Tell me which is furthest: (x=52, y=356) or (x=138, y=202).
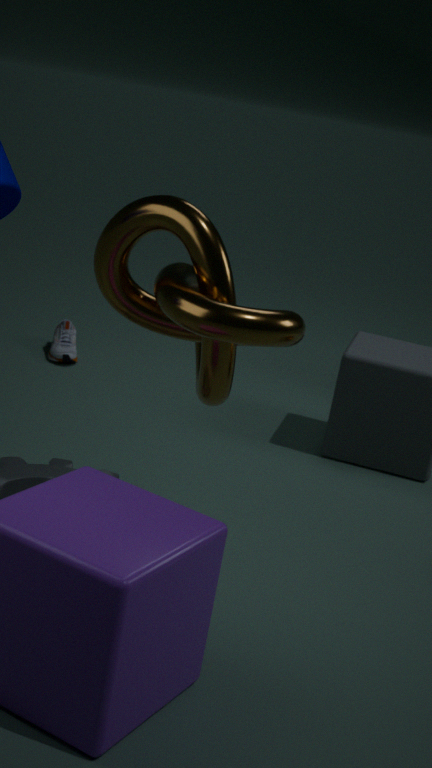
(x=52, y=356)
